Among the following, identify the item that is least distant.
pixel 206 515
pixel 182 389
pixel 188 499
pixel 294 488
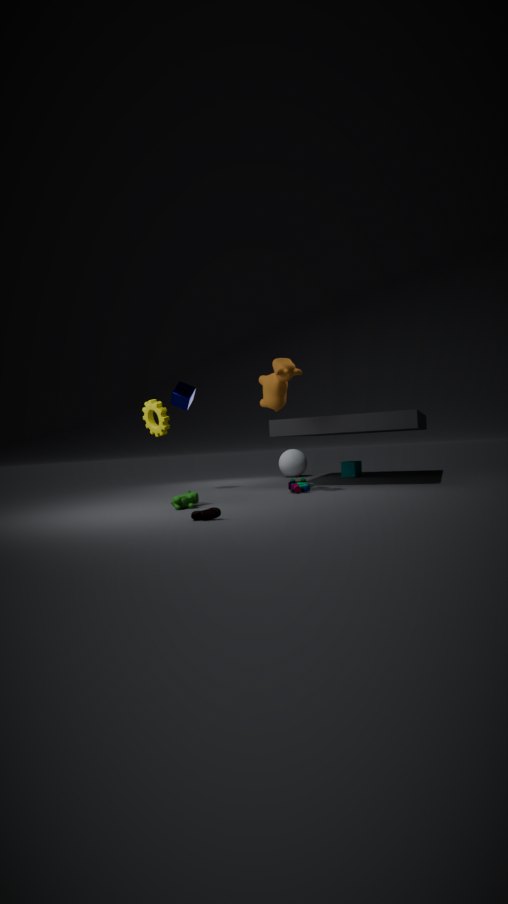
pixel 206 515
